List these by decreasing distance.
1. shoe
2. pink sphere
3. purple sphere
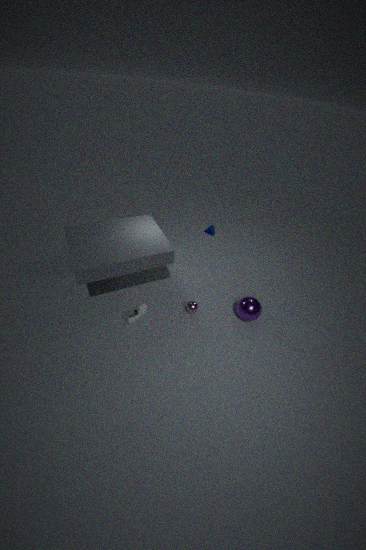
pink sphere < purple sphere < shoe
